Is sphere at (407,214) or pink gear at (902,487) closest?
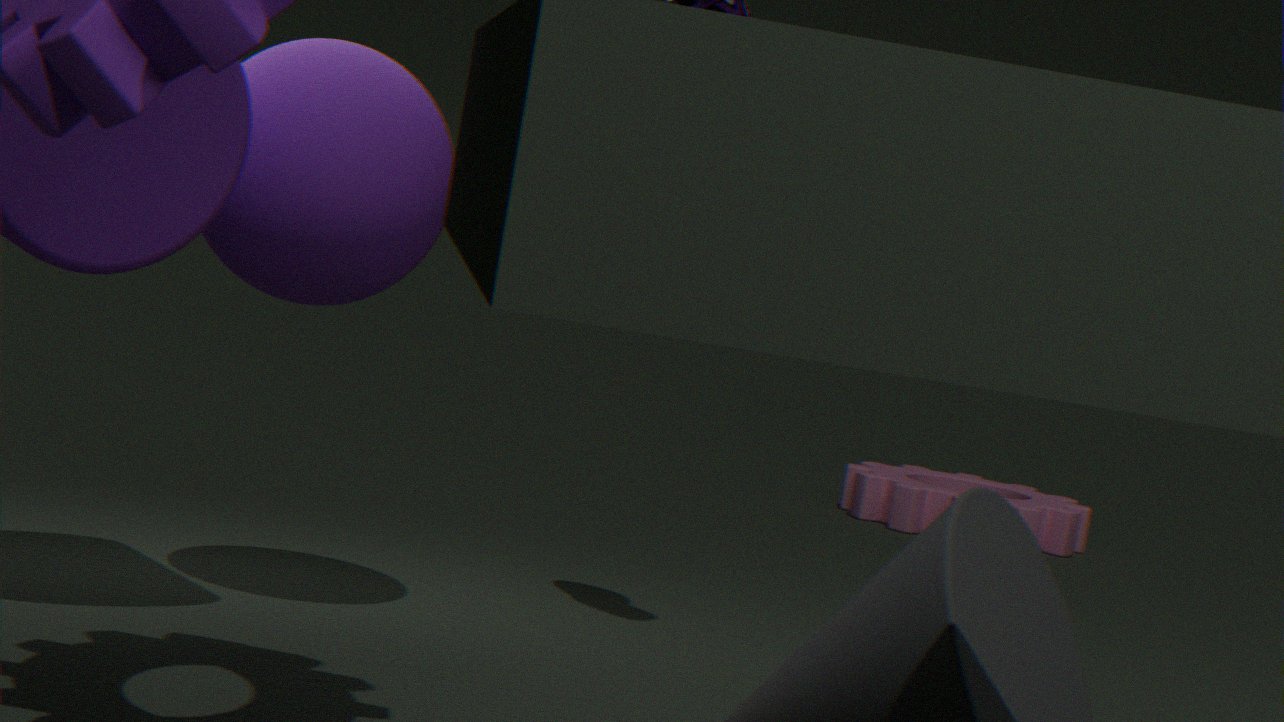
sphere at (407,214)
